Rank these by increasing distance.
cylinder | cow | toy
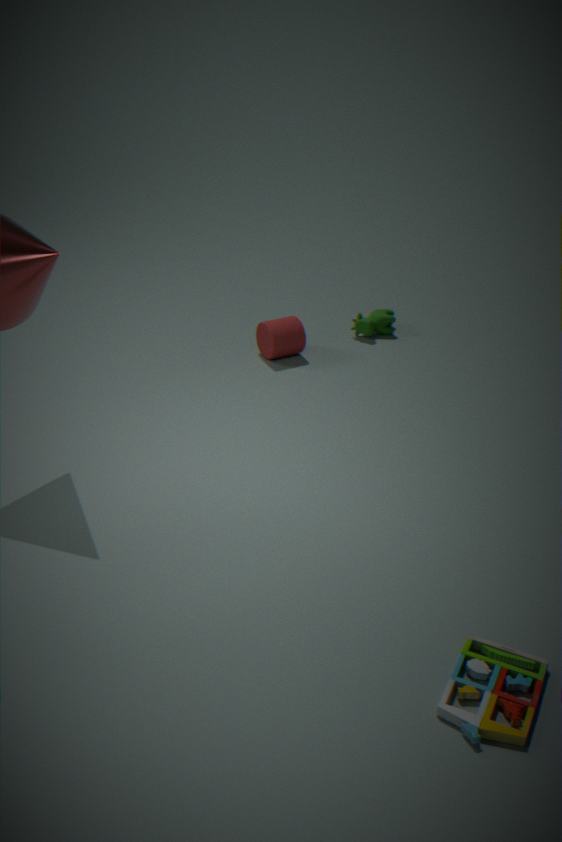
1. toy
2. cylinder
3. cow
